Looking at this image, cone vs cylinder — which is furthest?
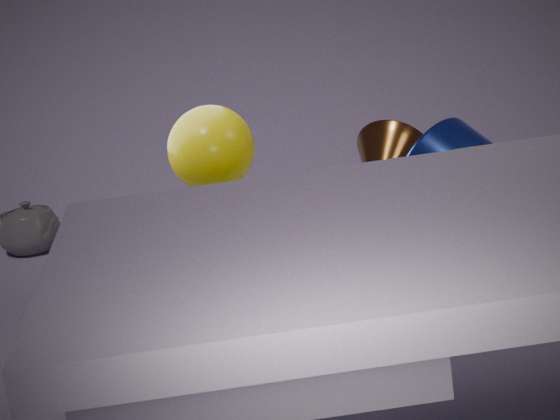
cone
